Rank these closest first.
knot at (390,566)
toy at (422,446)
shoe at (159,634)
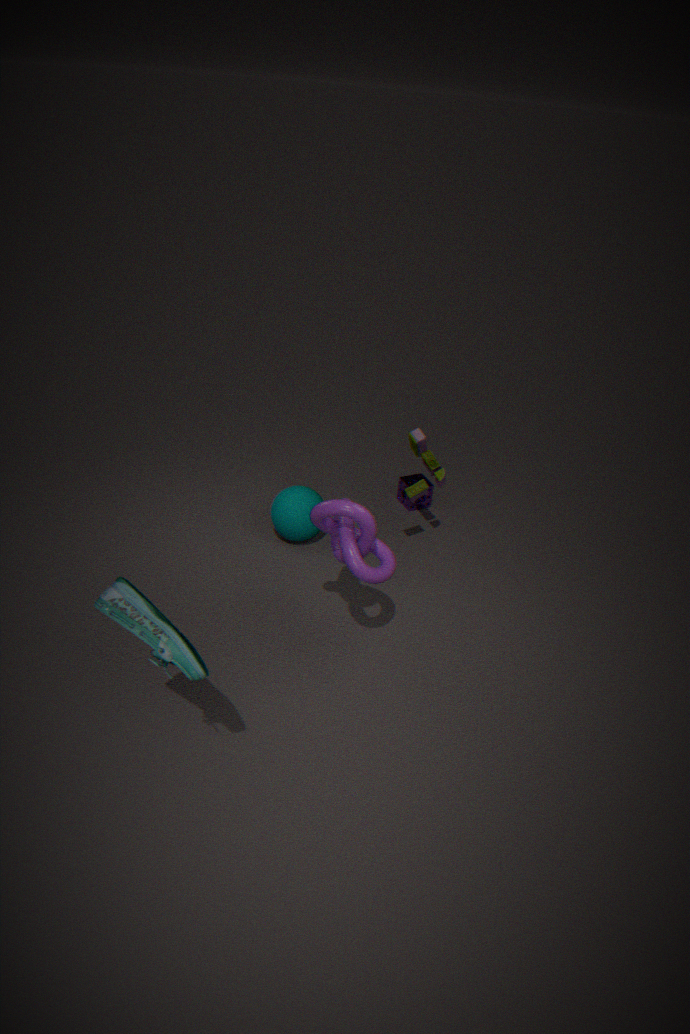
shoe at (159,634) → knot at (390,566) → toy at (422,446)
